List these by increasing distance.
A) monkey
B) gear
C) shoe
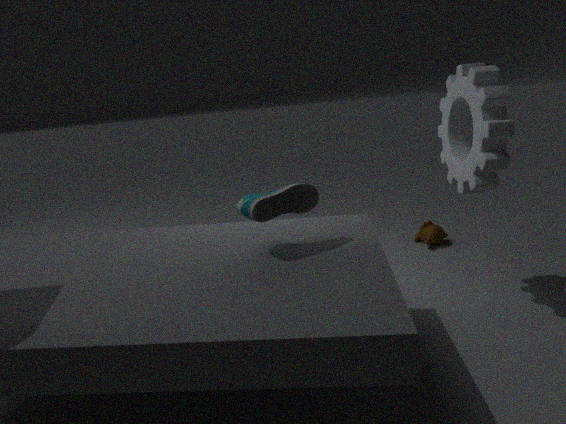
1. shoe
2. gear
3. monkey
